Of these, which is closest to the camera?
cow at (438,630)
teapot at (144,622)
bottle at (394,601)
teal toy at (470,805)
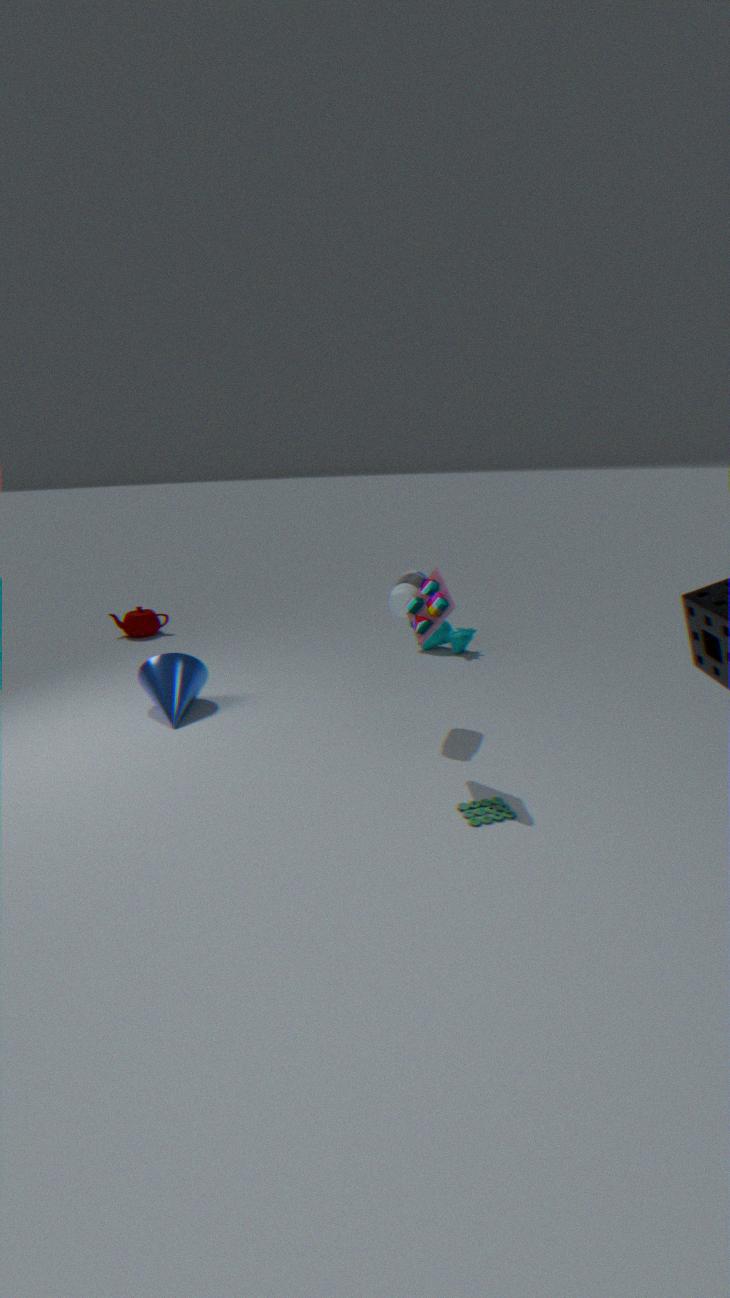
teal toy at (470,805)
